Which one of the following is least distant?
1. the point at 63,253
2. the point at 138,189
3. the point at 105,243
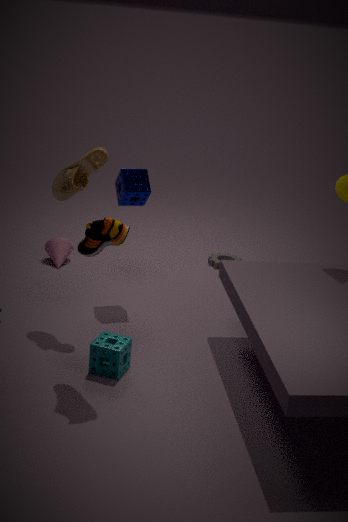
the point at 105,243
